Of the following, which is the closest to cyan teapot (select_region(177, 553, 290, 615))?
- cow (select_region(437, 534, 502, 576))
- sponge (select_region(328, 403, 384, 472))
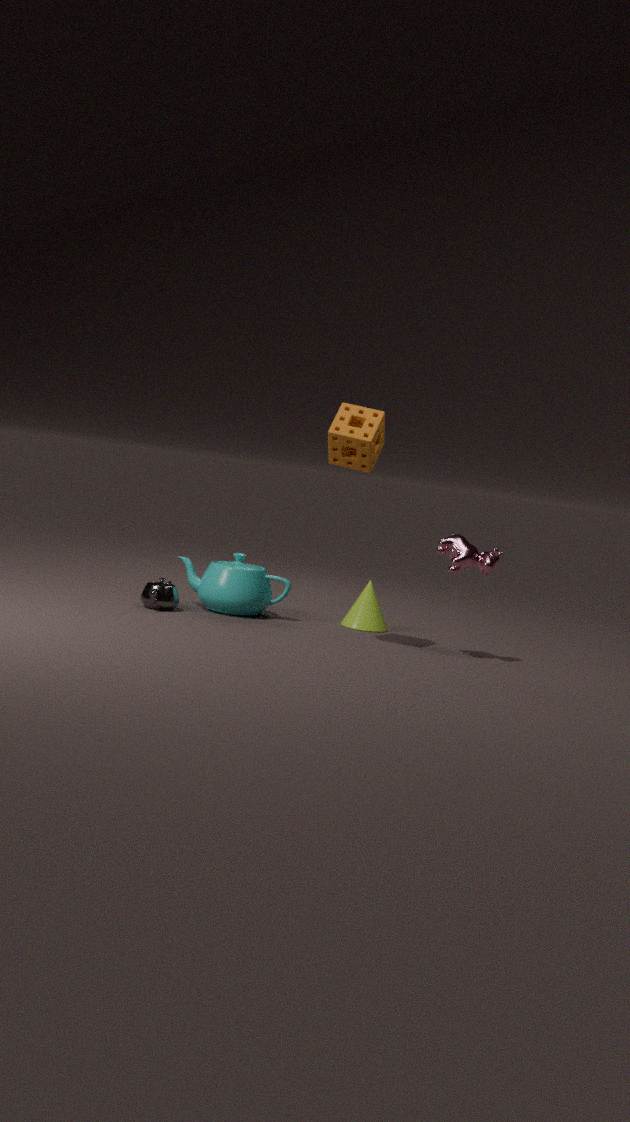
sponge (select_region(328, 403, 384, 472))
